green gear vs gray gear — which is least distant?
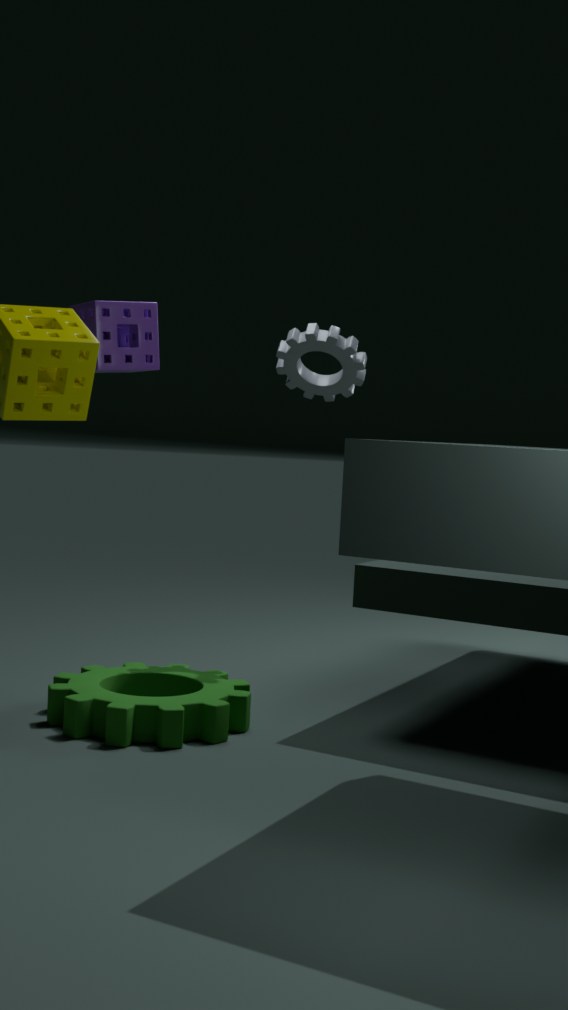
green gear
